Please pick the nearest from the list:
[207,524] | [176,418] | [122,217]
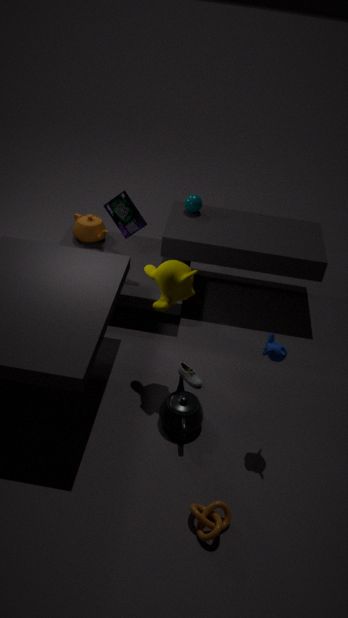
[207,524]
